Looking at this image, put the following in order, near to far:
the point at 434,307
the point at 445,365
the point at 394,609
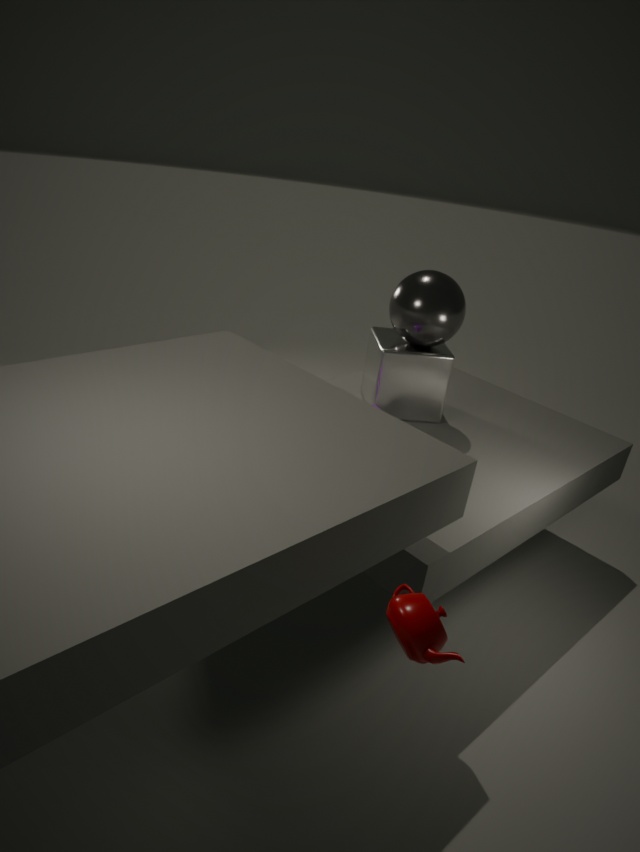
1. the point at 394,609
2. the point at 434,307
3. the point at 445,365
